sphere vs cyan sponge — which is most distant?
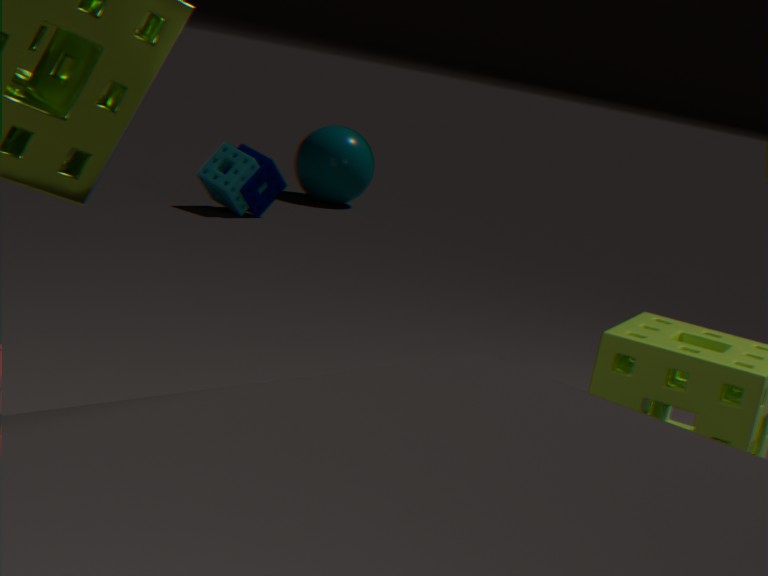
sphere
